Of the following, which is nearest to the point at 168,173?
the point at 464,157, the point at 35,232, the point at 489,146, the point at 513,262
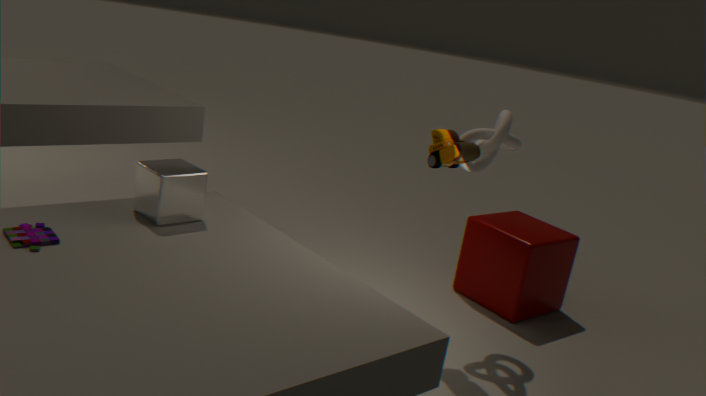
the point at 35,232
